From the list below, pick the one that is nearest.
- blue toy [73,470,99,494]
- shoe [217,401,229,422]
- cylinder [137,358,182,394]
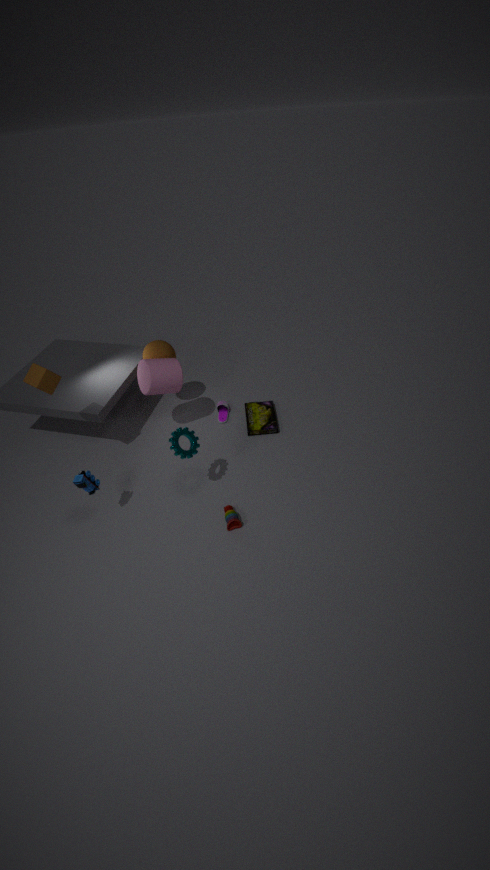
blue toy [73,470,99,494]
